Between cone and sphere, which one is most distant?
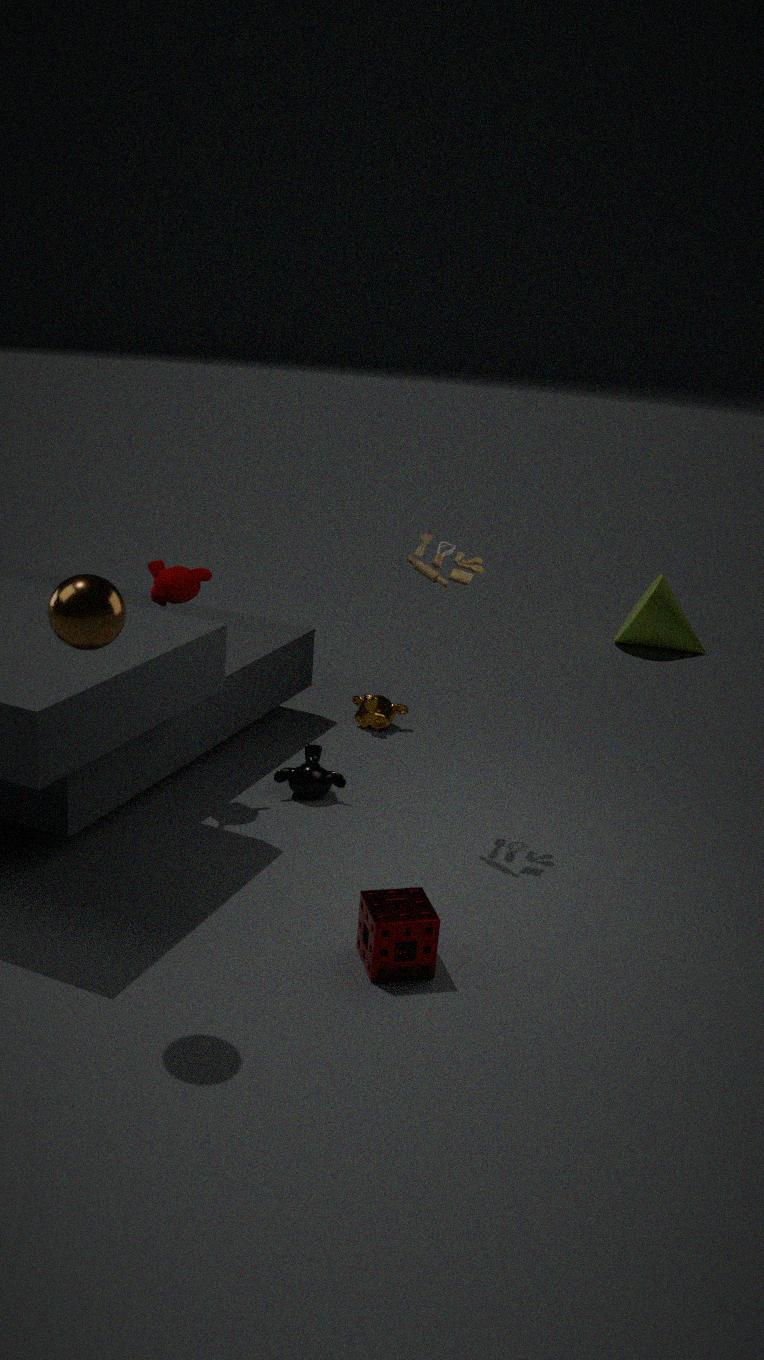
cone
